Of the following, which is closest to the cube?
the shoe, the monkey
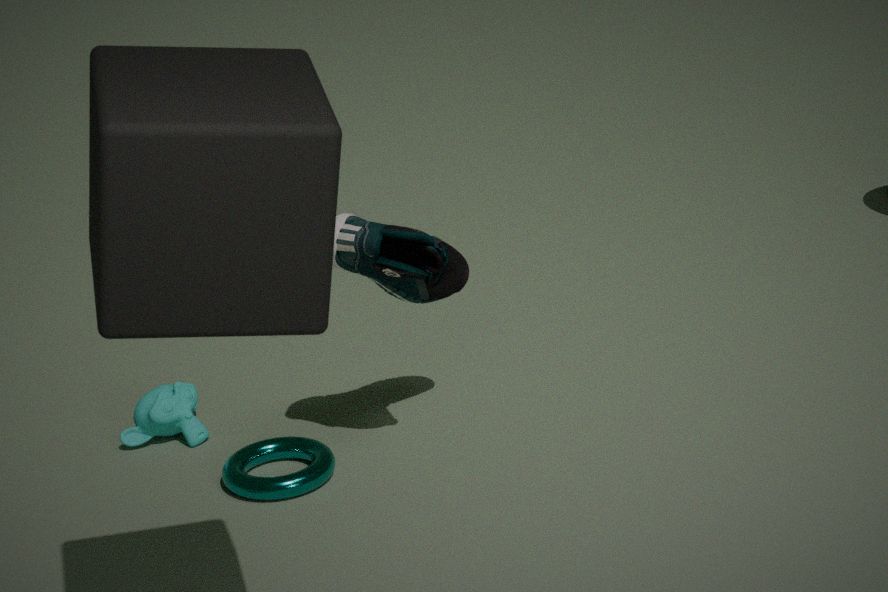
the shoe
